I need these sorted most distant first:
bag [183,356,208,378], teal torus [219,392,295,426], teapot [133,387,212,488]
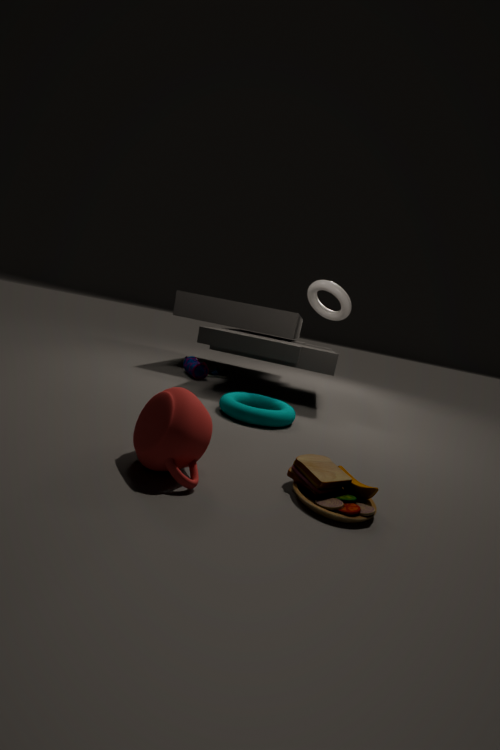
bag [183,356,208,378] → teal torus [219,392,295,426] → teapot [133,387,212,488]
